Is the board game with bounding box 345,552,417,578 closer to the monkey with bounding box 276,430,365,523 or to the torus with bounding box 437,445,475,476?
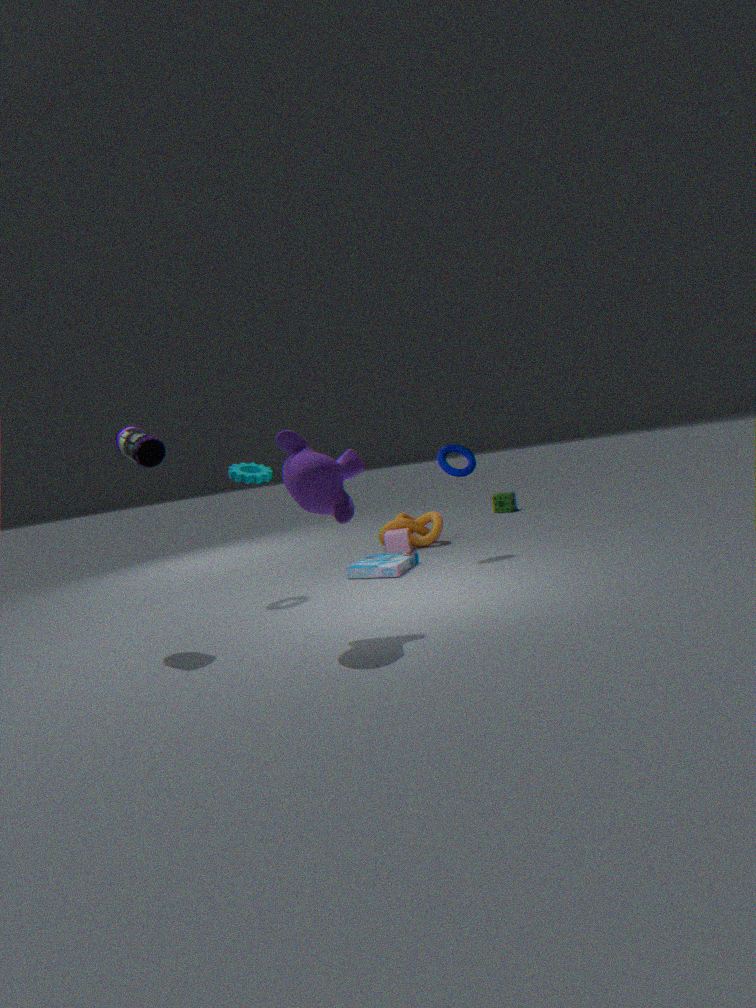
the torus with bounding box 437,445,475,476
